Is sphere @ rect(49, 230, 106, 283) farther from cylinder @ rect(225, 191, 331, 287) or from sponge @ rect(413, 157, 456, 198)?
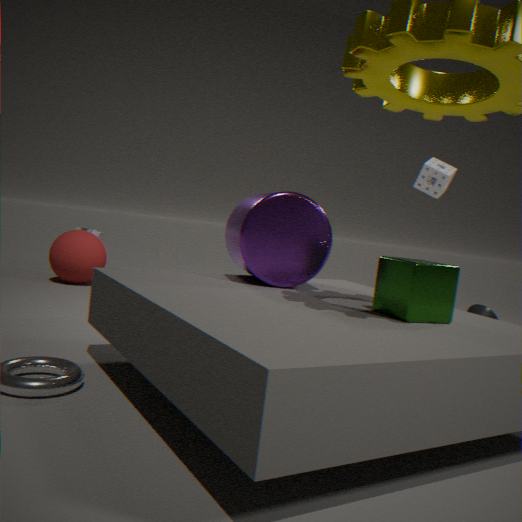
sponge @ rect(413, 157, 456, 198)
